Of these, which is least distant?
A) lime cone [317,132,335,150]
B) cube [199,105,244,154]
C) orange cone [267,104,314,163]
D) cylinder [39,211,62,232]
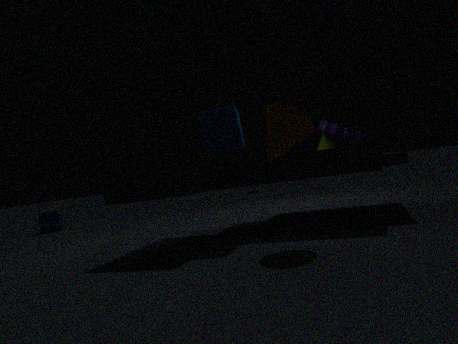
orange cone [267,104,314,163]
